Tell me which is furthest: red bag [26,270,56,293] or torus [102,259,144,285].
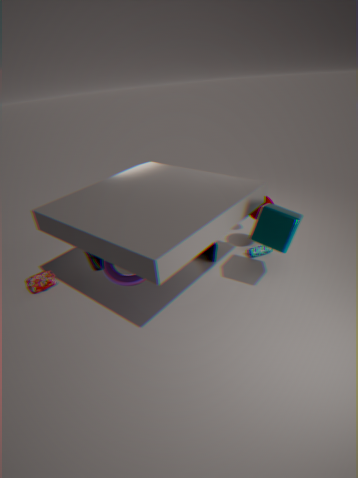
red bag [26,270,56,293]
